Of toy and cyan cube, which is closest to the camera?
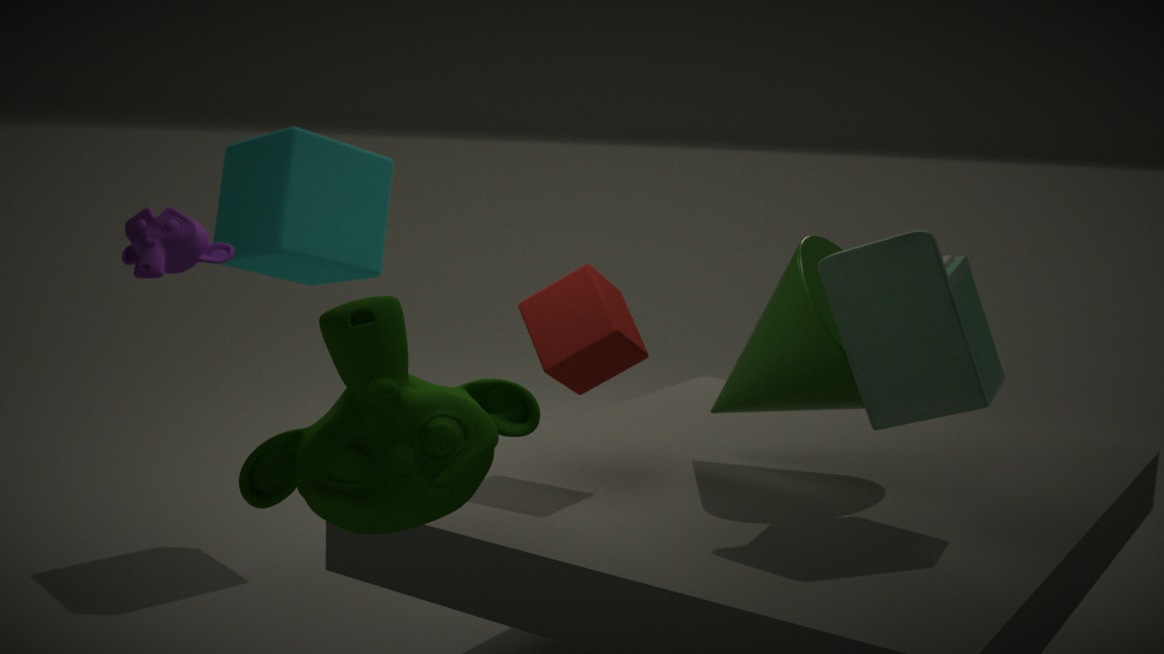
toy
